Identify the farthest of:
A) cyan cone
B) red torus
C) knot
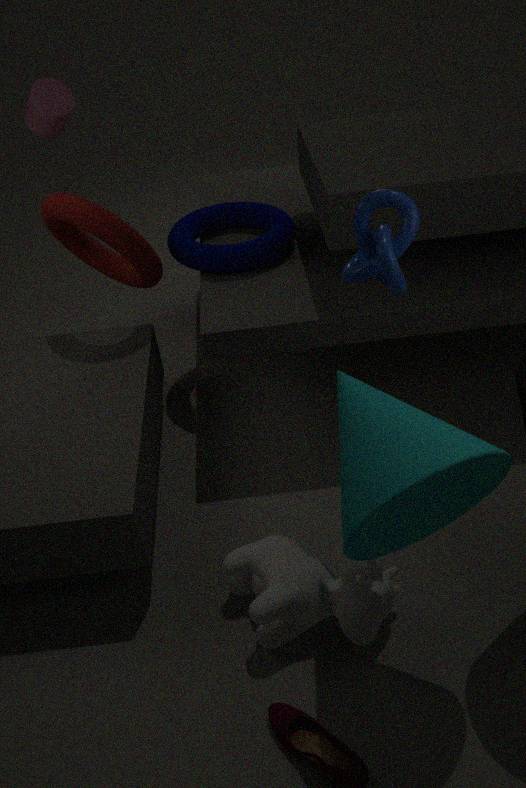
red torus
